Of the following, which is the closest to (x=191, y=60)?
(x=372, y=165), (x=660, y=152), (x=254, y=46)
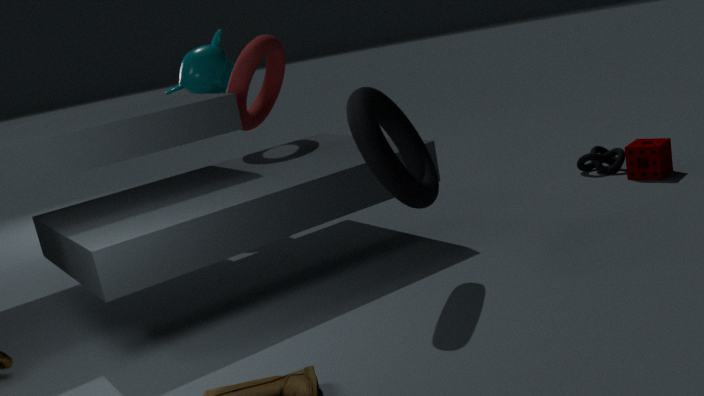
(x=254, y=46)
